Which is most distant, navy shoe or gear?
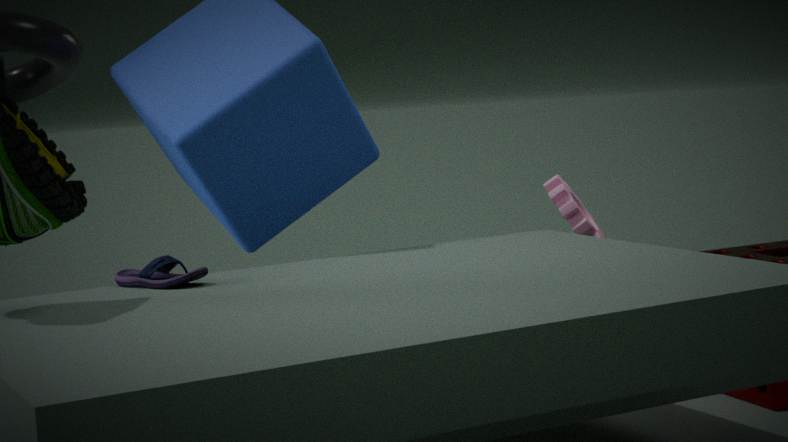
gear
